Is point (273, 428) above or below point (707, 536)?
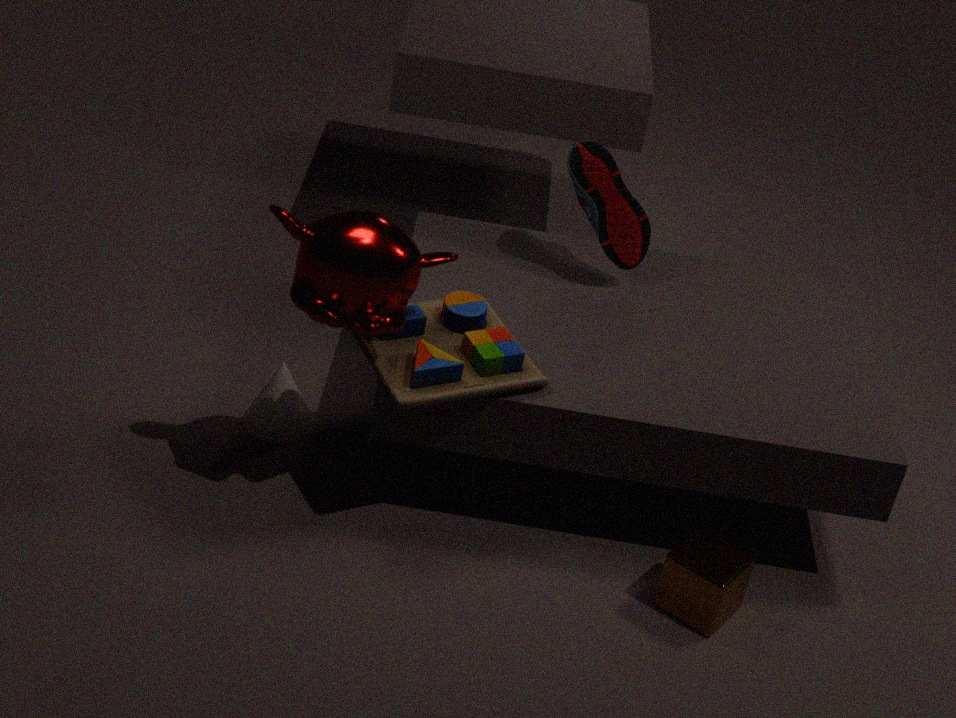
below
